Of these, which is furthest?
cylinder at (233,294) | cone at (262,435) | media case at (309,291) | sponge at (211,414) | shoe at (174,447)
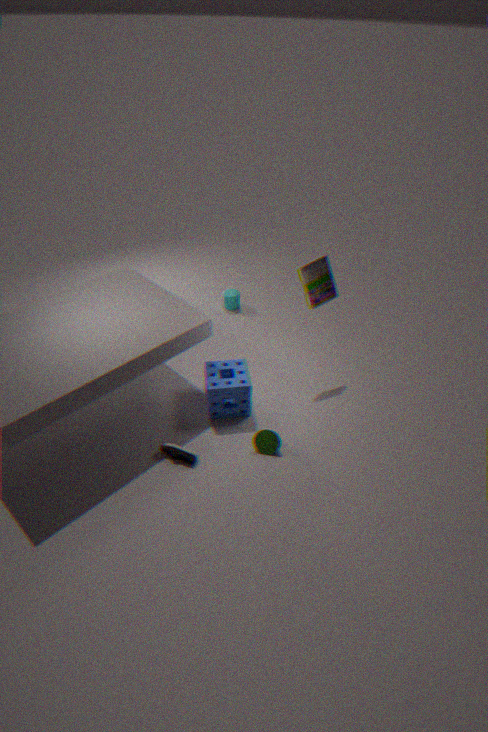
cylinder at (233,294)
